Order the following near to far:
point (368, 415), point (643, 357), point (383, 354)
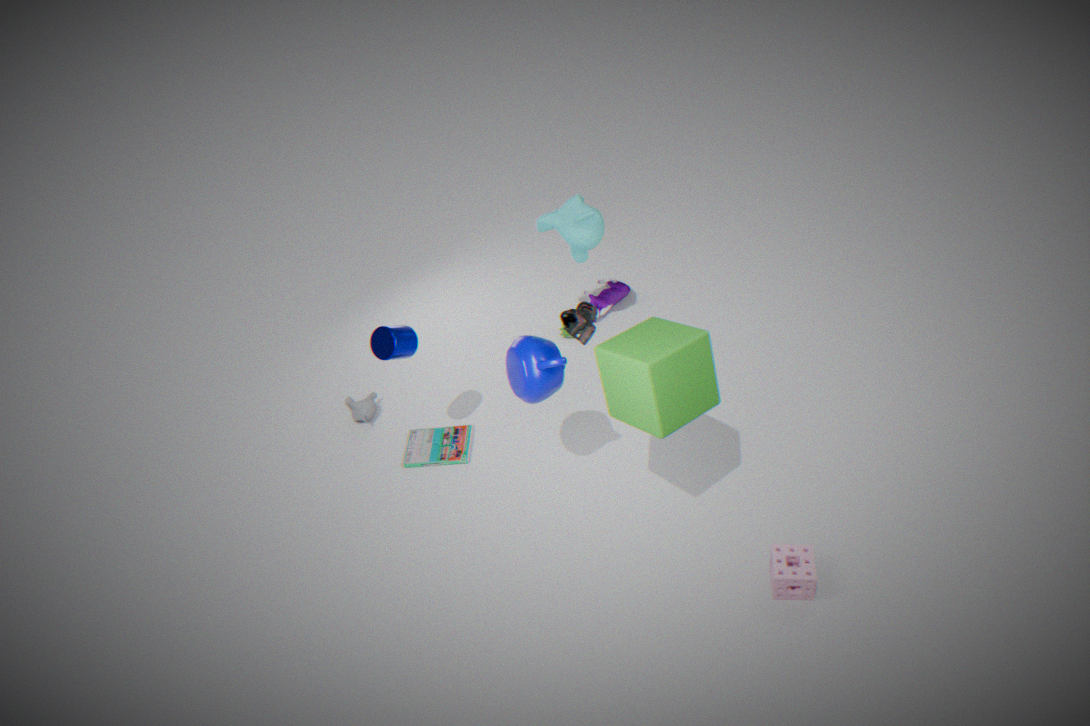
1. point (643, 357)
2. point (383, 354)
3. point (368, 415)
